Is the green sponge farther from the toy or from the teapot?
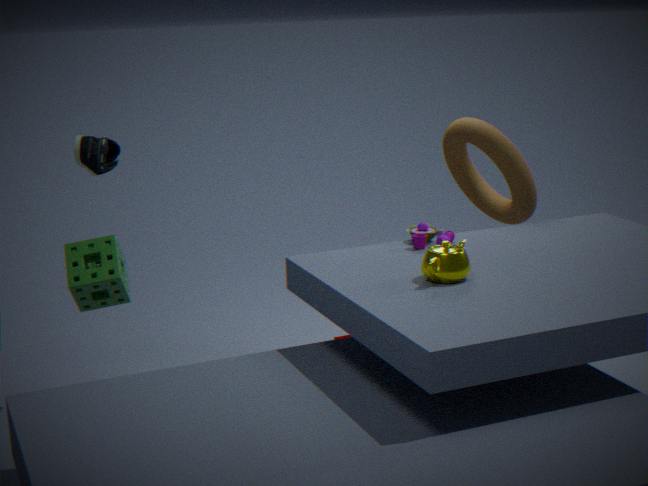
the toy
